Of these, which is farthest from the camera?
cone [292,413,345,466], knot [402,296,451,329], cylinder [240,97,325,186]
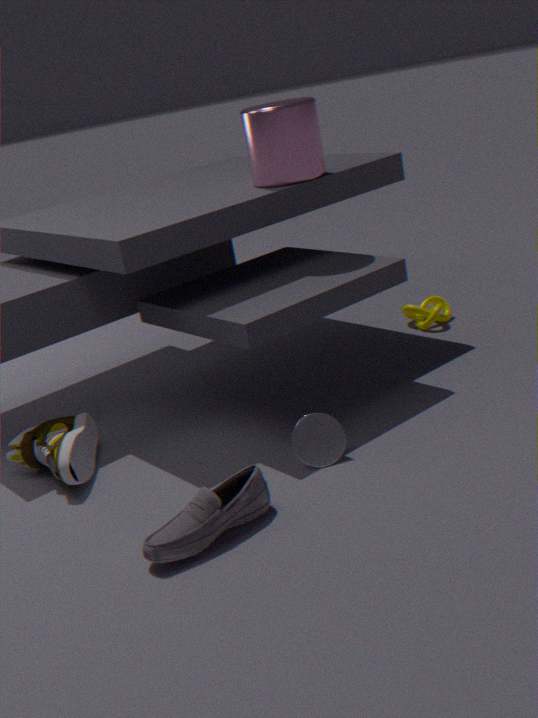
knot [402,296,451,329]
